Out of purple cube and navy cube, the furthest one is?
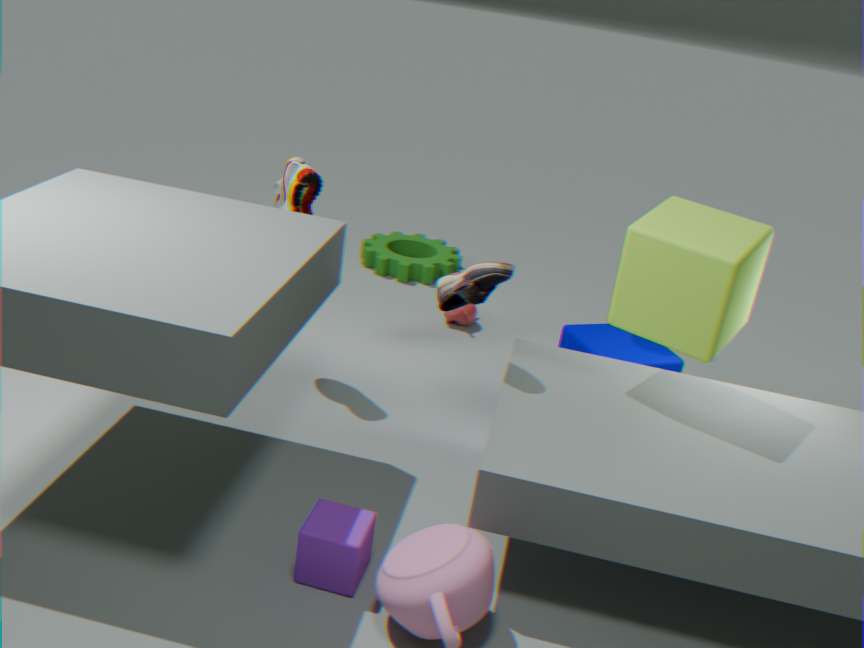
navy cube
